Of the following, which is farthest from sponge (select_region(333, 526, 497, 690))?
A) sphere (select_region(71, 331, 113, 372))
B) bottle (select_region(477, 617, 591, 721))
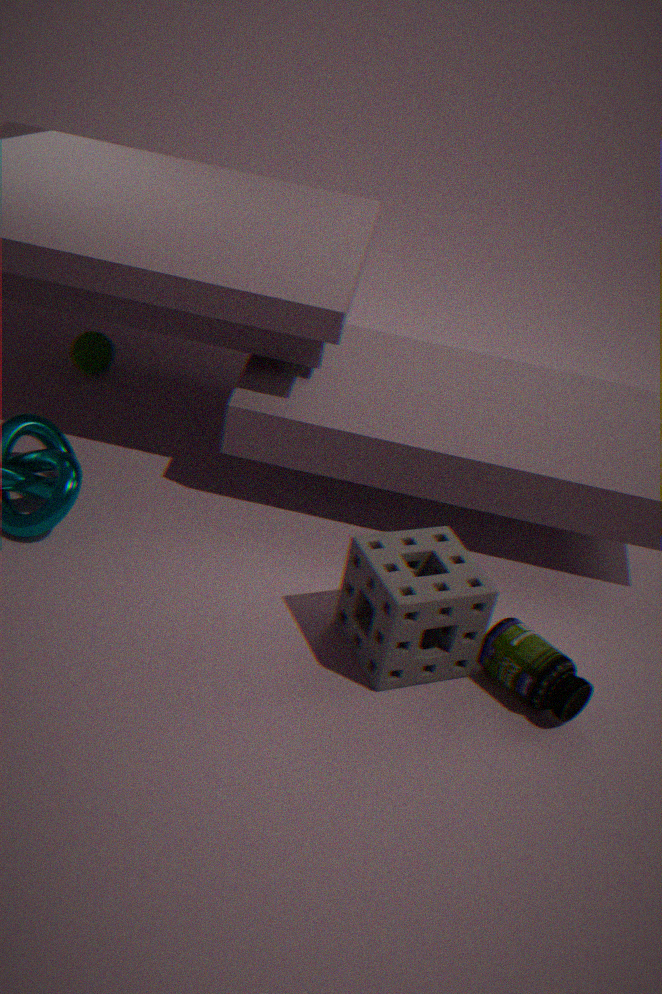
sphere (select_region(71, 331, 113, 372))
